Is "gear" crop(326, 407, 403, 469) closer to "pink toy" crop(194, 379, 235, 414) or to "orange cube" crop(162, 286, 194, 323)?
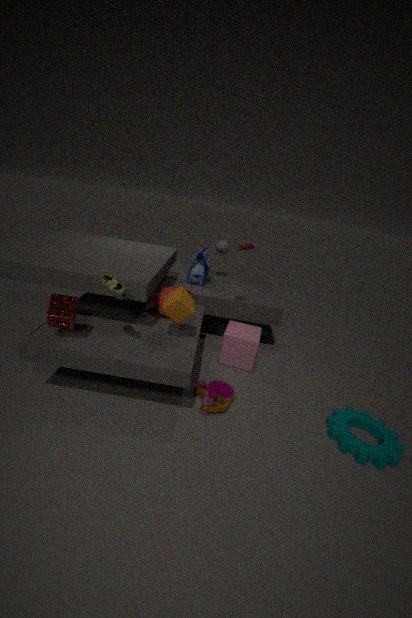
"pink toy" crop(194, 379, 235, 414)
